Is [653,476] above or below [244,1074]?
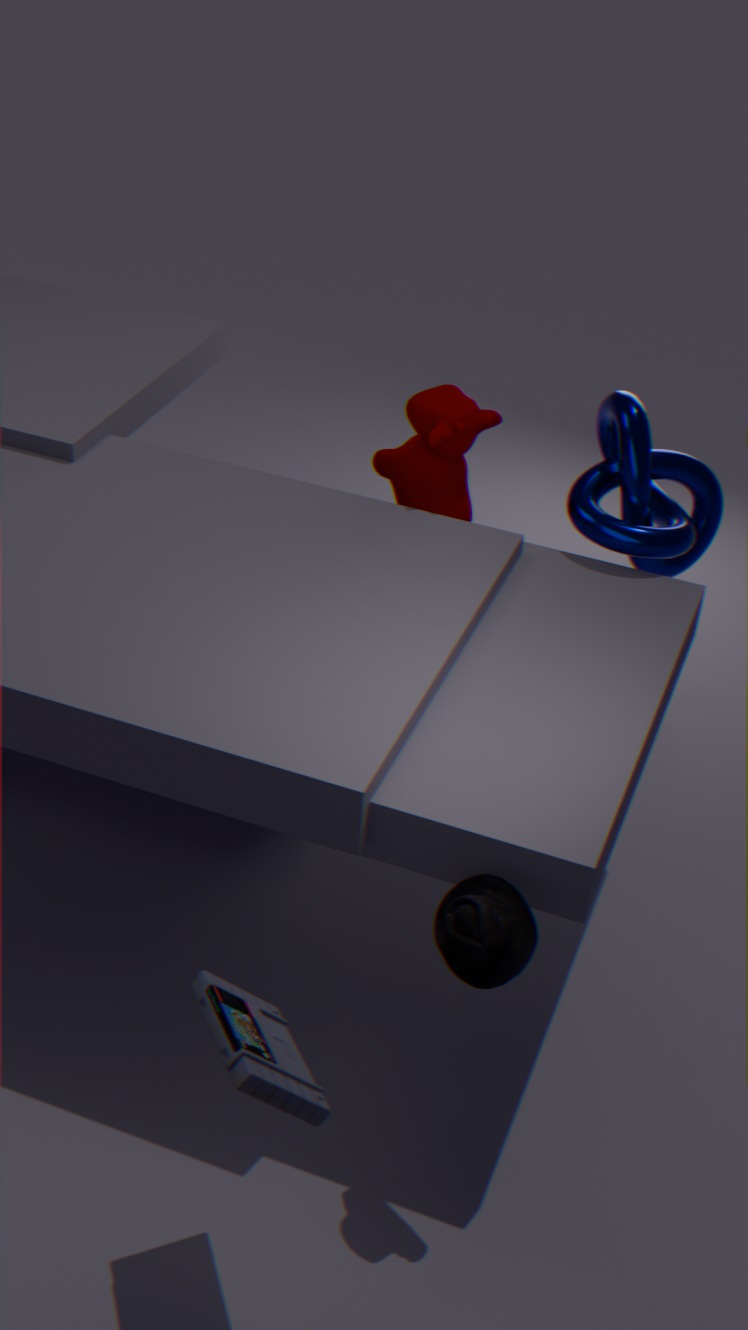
above
